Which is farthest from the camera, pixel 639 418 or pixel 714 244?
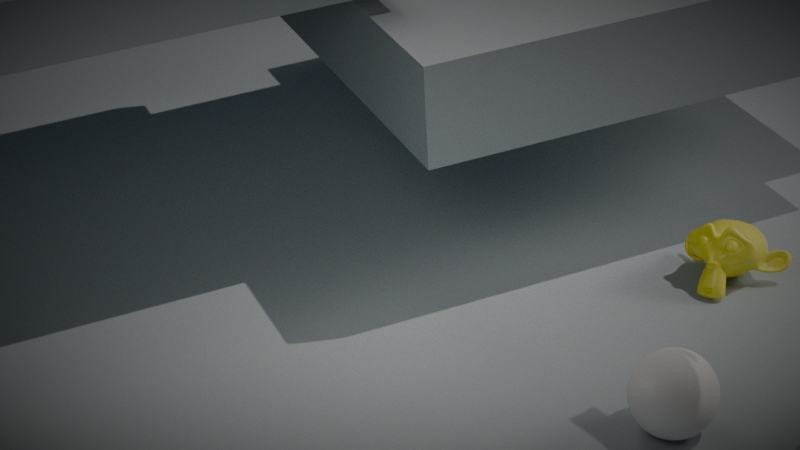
pixel 714 244
